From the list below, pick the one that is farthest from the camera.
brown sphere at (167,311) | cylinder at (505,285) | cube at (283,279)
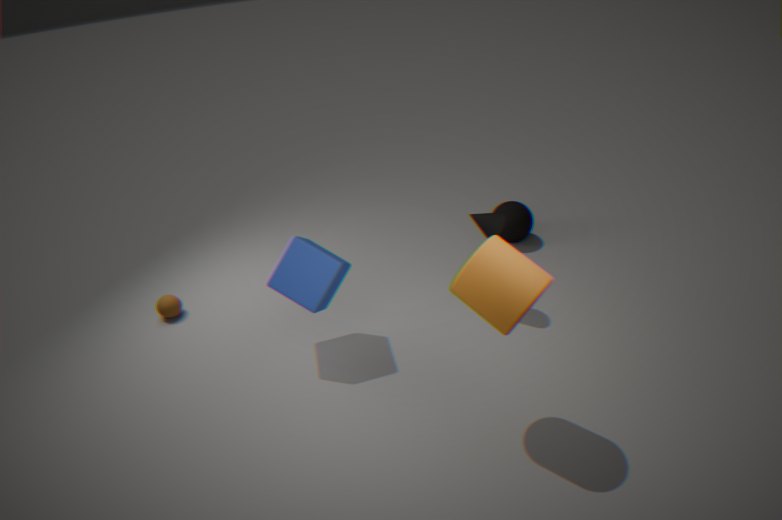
brown sphere at (167,311)
